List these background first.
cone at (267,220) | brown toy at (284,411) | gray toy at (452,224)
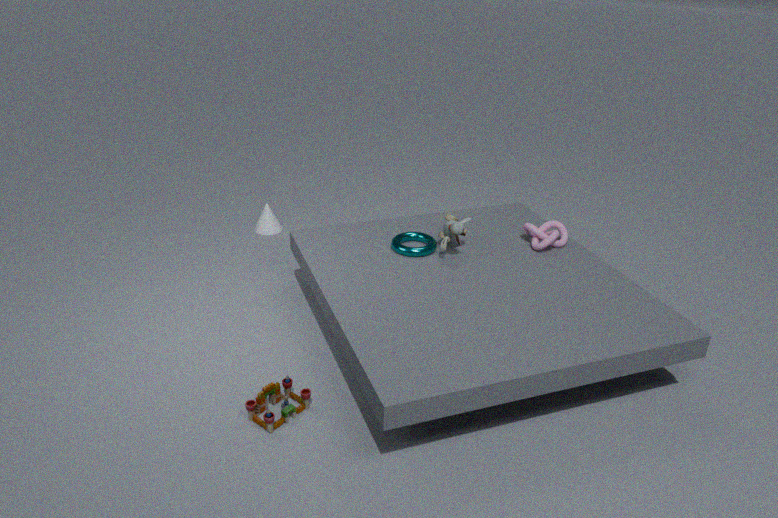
cone at (267,220) < gray toy at (452,224) < brown toy at (284,411)
